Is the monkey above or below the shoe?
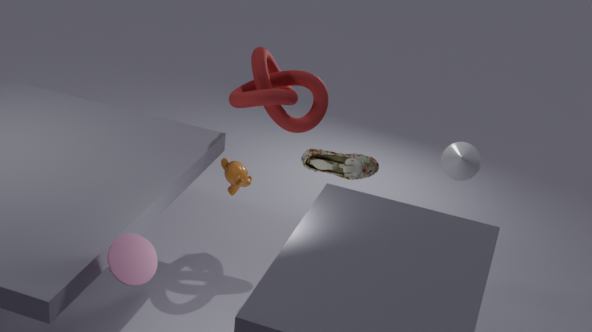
below
